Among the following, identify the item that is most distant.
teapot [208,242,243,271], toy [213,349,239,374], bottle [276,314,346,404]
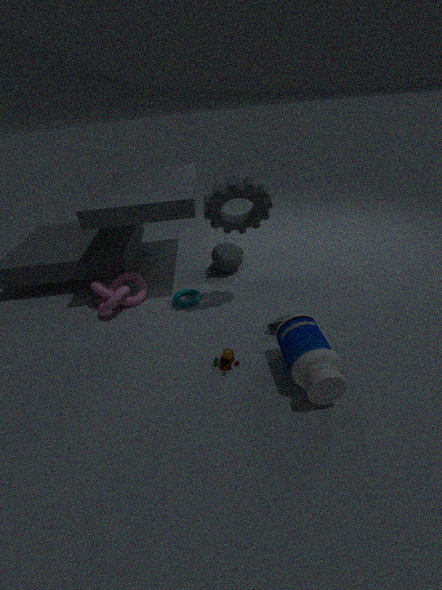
teapot [208,242,243,271]
